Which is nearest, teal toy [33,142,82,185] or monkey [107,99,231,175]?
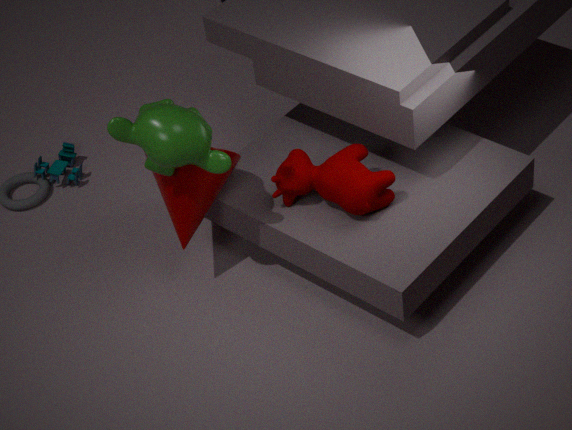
monkey [107,99,231,175]
